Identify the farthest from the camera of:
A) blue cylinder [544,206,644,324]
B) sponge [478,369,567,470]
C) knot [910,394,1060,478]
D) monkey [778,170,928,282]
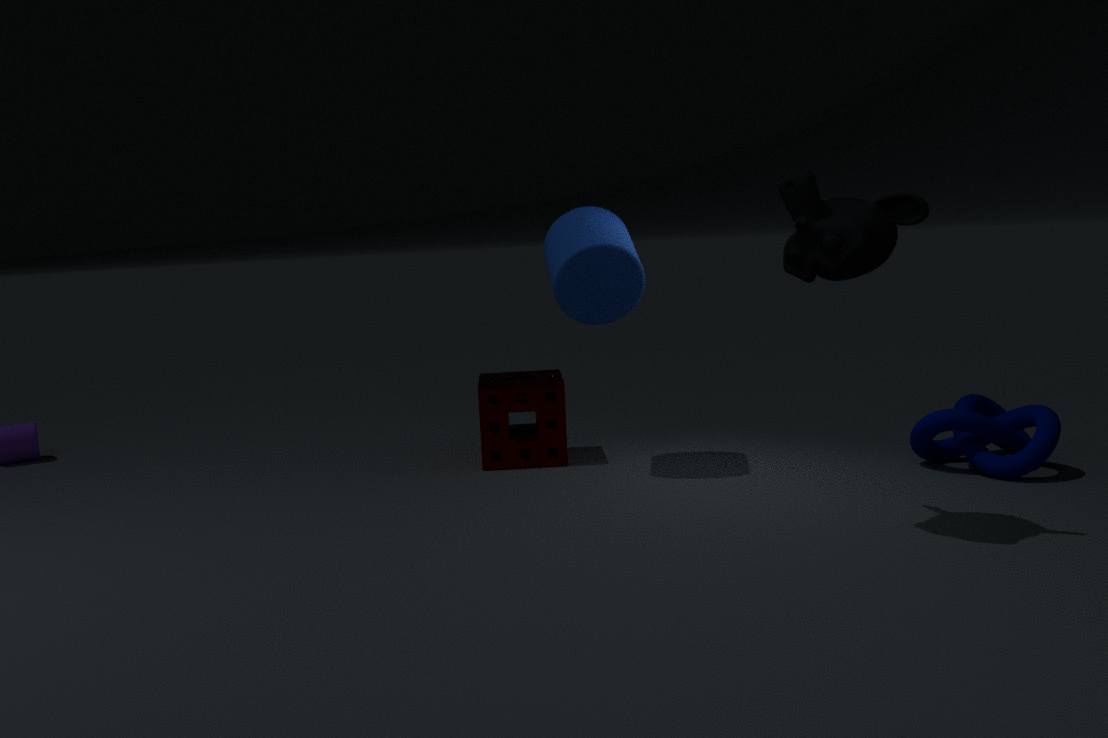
sponge [478,369,567,470]
